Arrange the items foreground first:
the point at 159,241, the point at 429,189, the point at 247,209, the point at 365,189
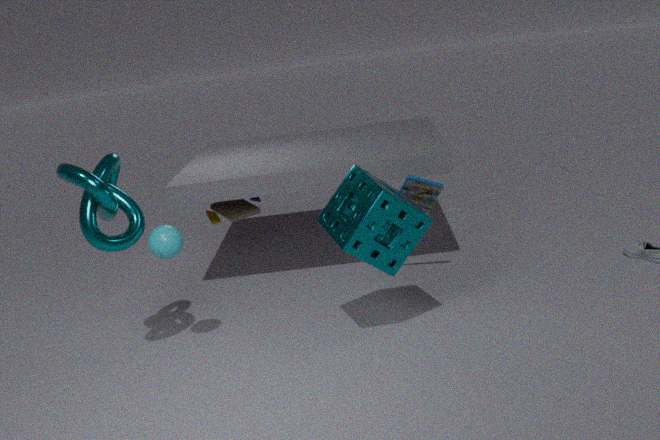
1. the point at 365,189
2. the point at 159,241
3. the point at 429,189
4. the point at 247,209
